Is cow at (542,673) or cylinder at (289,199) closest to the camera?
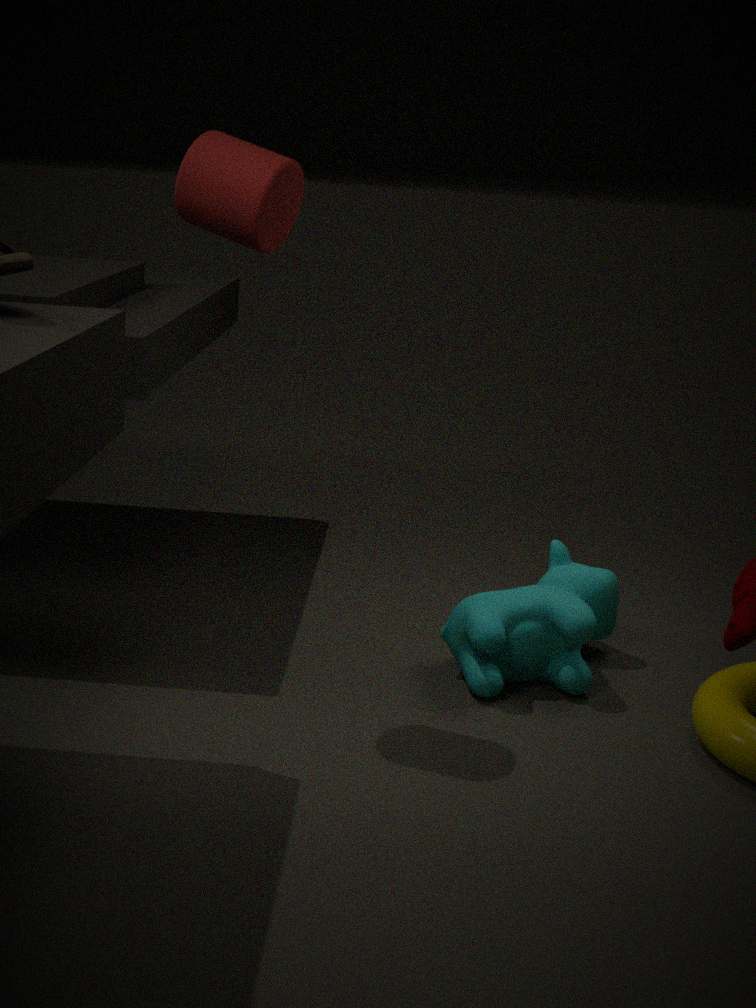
cylinder at (289,199)
